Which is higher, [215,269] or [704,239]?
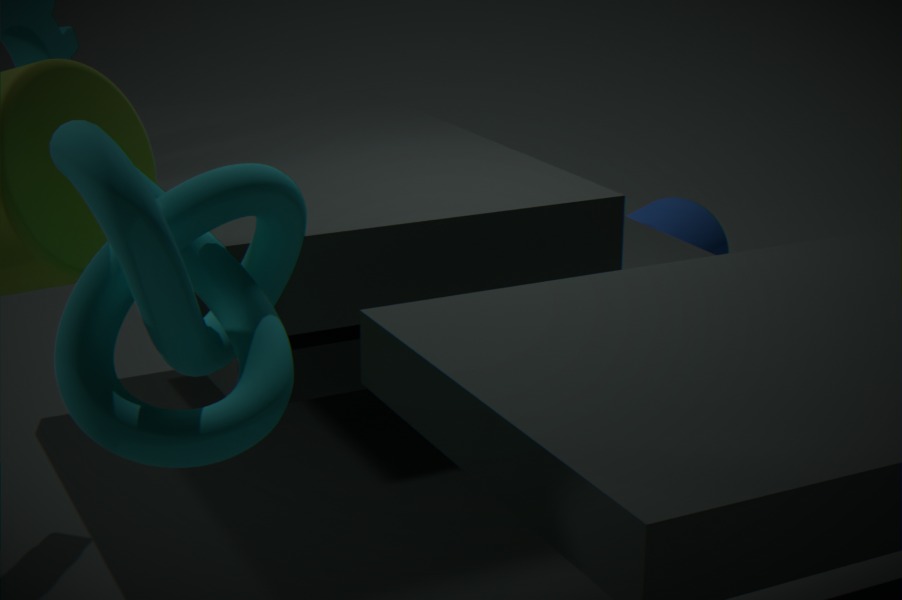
[215,269]
